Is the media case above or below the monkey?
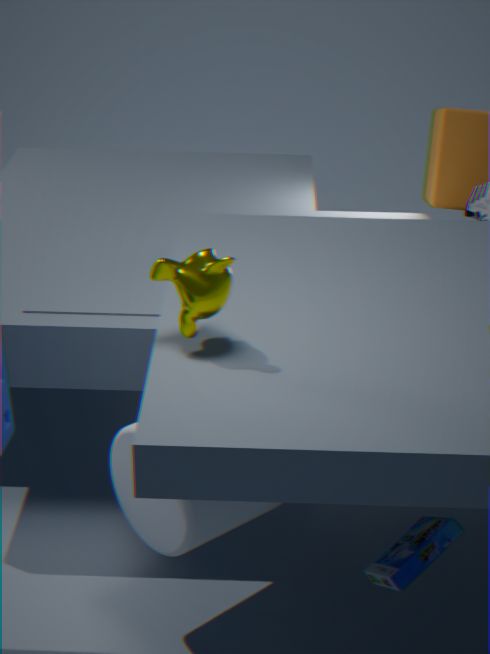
below
